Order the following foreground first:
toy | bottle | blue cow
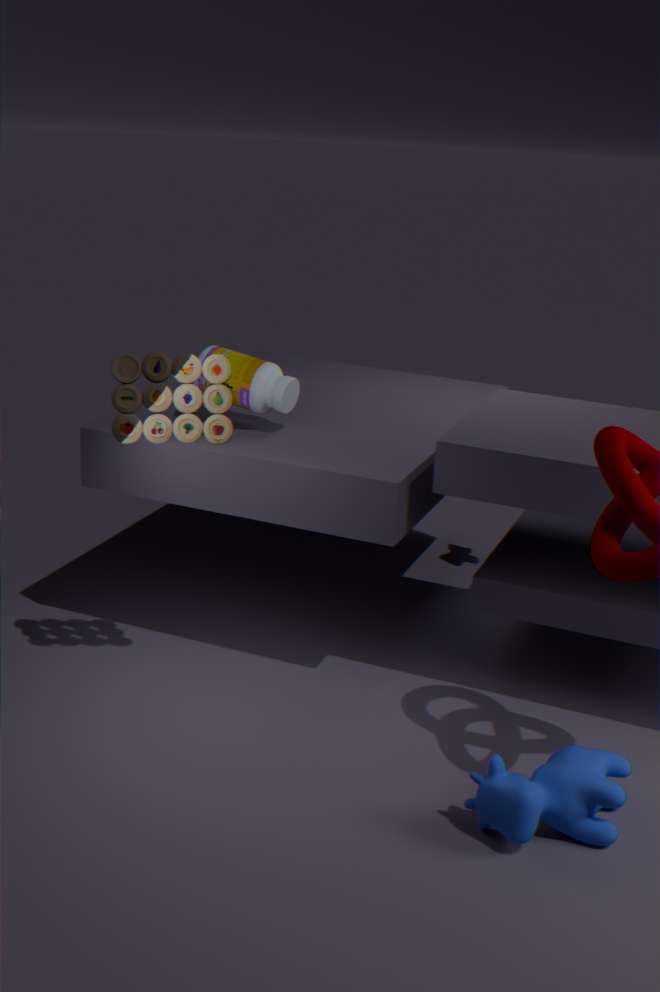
1. blue cow
2. toy
3. bottle
